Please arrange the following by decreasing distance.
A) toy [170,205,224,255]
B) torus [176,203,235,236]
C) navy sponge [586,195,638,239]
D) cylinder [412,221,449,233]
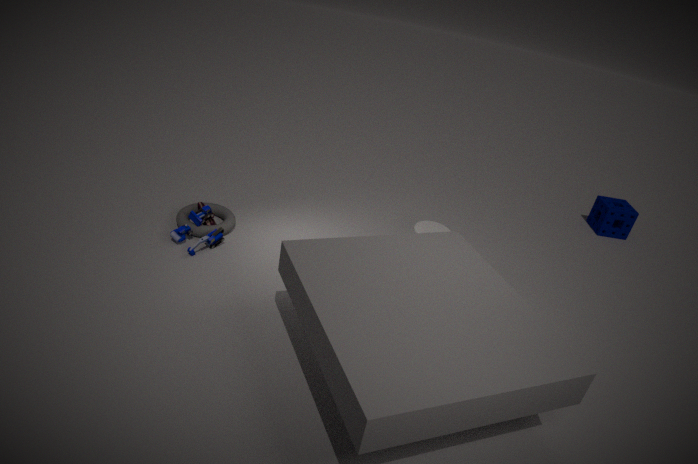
navy sponge [586,195,638,239]
cylinder [412,221,449,233]
torus [176,203,235,236]
toy [170,205,224,255]
